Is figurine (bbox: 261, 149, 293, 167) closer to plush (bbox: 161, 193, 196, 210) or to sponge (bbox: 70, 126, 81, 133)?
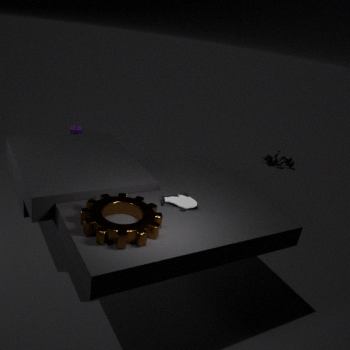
sponge (bbox: 70, 126, 81, 133)
